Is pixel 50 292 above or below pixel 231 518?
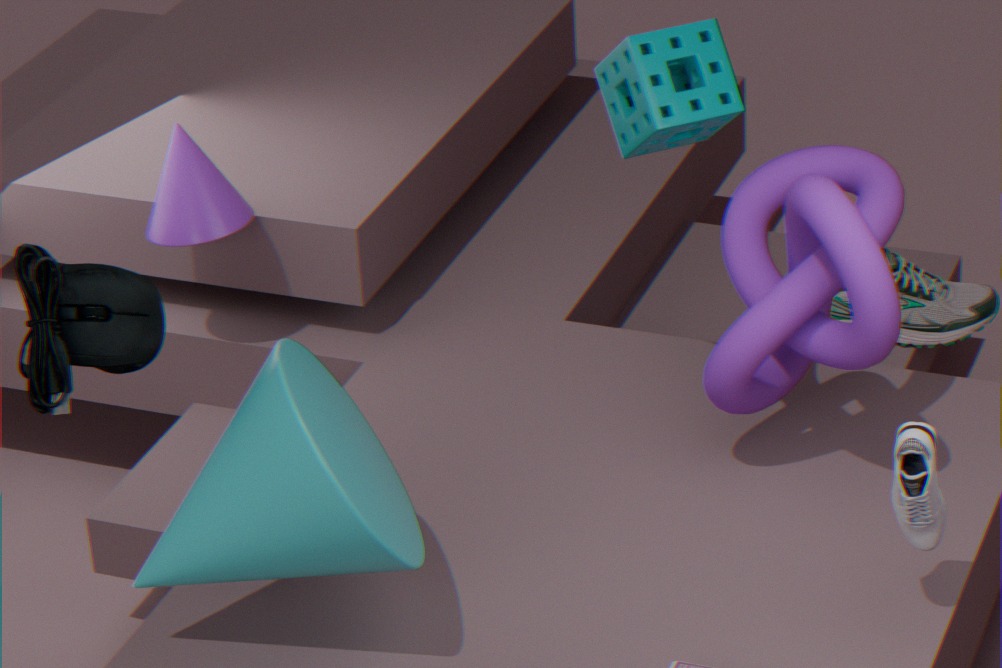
above
